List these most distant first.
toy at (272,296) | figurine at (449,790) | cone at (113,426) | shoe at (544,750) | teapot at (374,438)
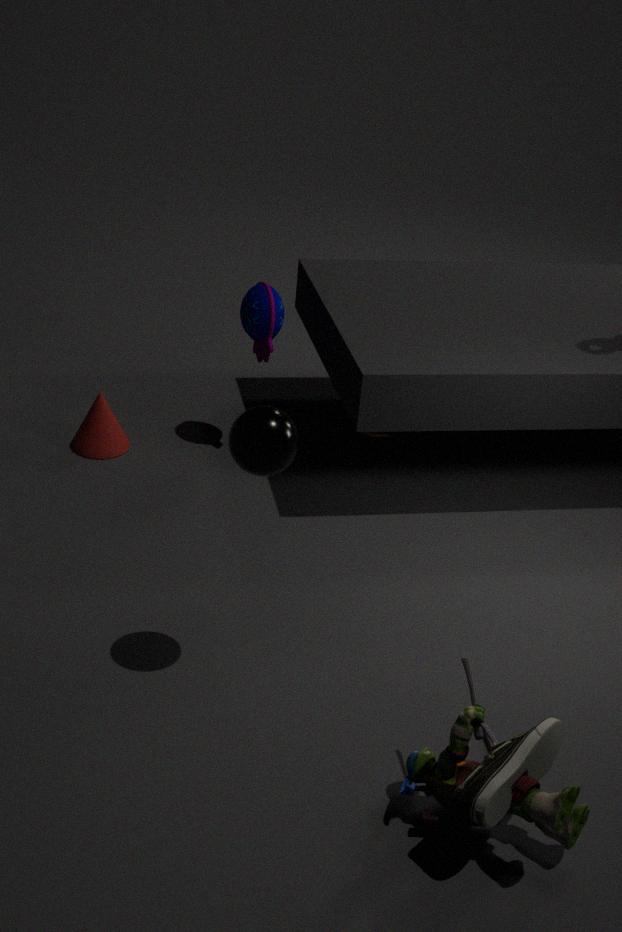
teapot at (374,438) → cone at (113,426) → toy at (272,296) → figurine at (449,790) → shoe at (544,750)
